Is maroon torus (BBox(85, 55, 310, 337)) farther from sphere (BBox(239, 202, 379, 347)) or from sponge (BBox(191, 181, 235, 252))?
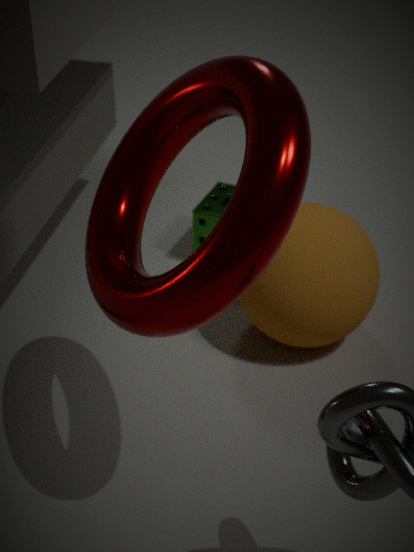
sponge (BBox(191, 181, 235, 252))
